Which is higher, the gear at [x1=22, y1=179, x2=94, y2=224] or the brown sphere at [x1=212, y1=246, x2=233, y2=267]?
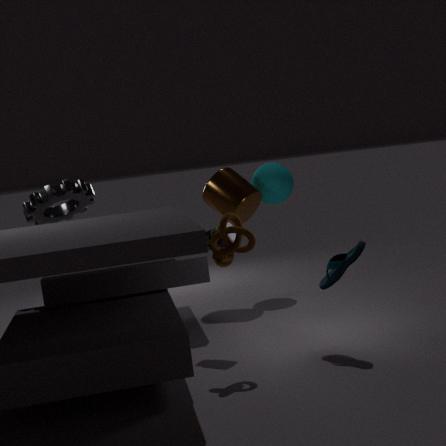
the gear at [x1=22, y1=179, x2=94, y2=224]
